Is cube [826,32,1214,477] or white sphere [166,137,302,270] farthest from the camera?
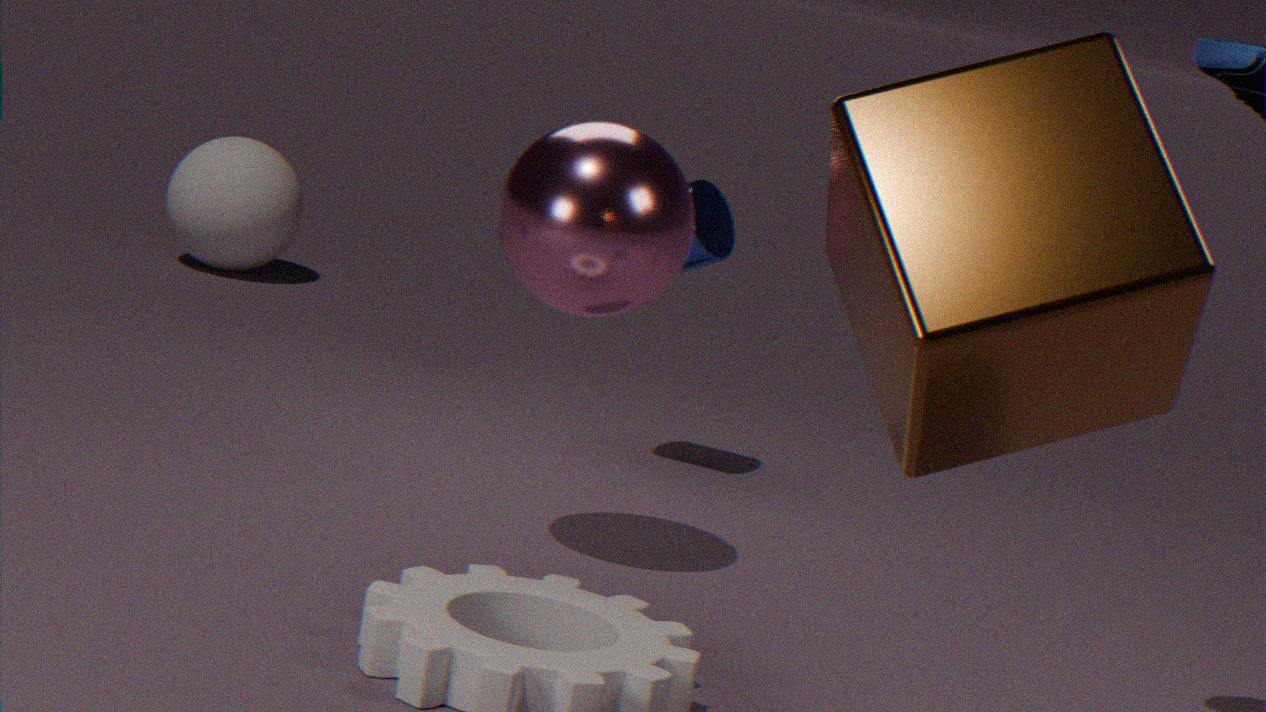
white sphere [166,137,302,270]
